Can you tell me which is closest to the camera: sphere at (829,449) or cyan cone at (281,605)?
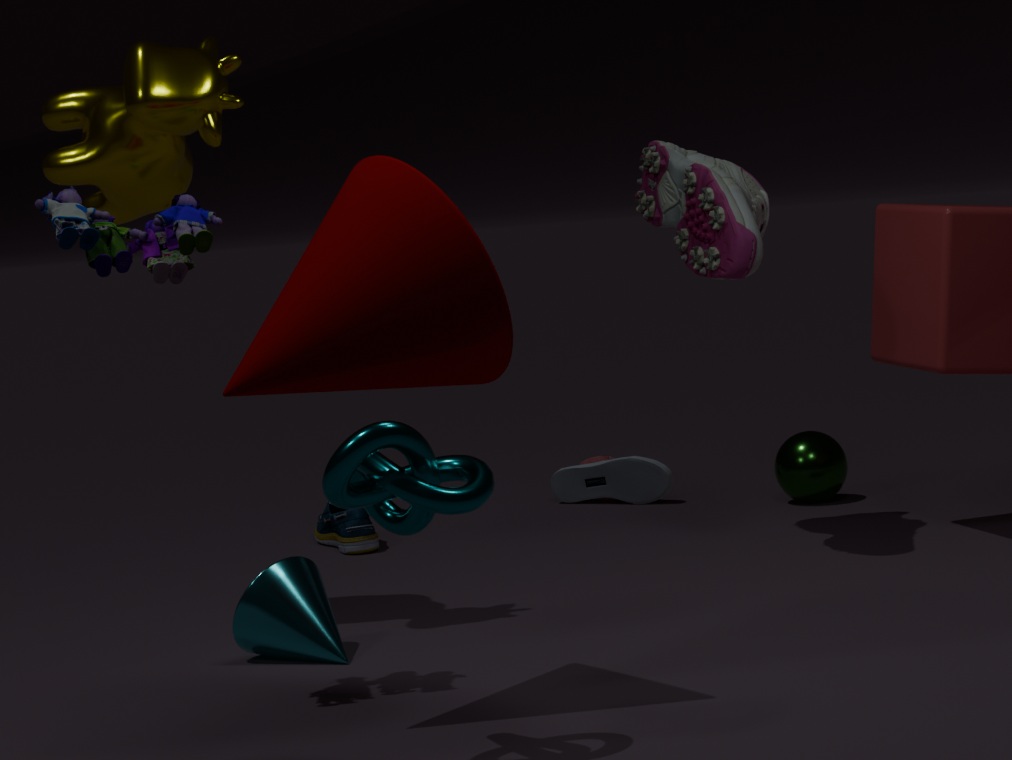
cyan cone at (281,605)
